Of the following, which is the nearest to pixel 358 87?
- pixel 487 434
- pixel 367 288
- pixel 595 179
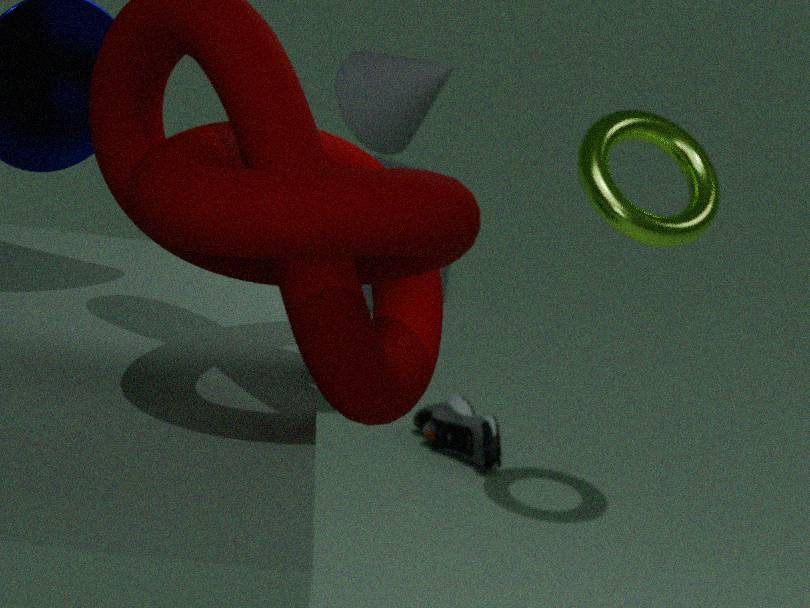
pixel 595 179
